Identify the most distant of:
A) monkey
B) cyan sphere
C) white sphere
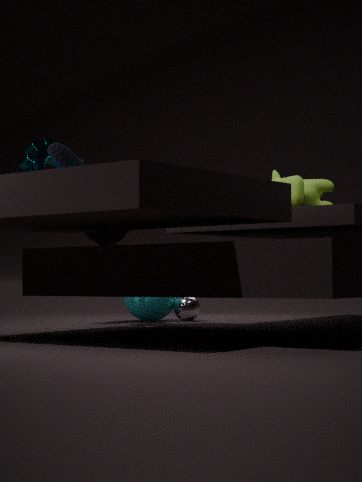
white sphere
